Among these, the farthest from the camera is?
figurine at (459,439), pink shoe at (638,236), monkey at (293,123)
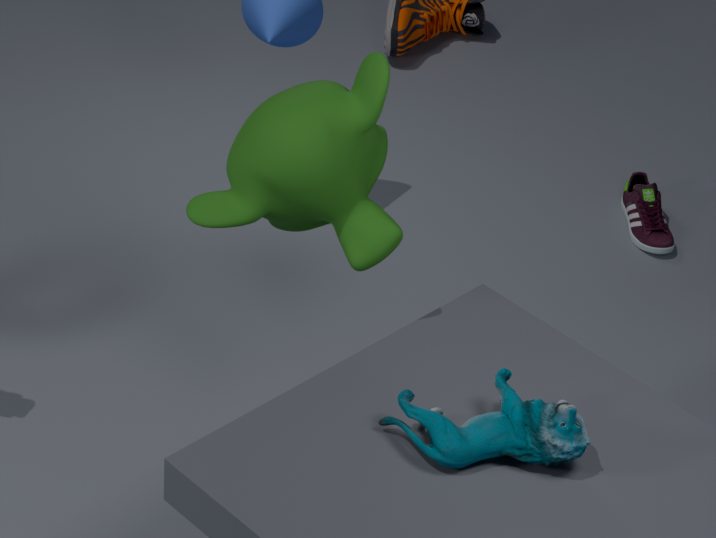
pink shoe at (638,236)
